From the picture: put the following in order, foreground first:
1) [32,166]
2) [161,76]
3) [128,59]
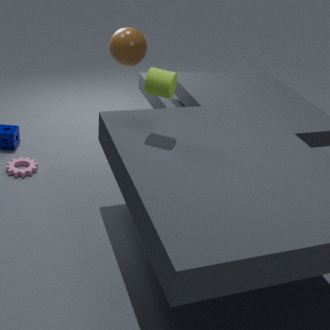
2. [161,76]
1. [32,166]
3. [128,59]
